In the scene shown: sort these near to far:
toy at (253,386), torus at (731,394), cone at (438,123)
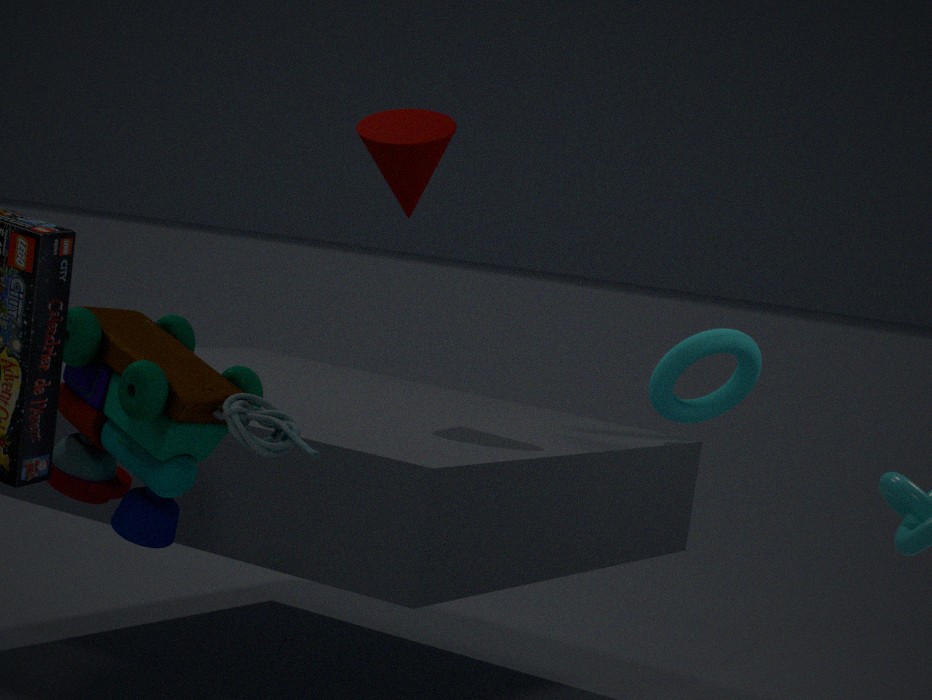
toy at (253,386), cone at (438,123), torus at (731,394)
